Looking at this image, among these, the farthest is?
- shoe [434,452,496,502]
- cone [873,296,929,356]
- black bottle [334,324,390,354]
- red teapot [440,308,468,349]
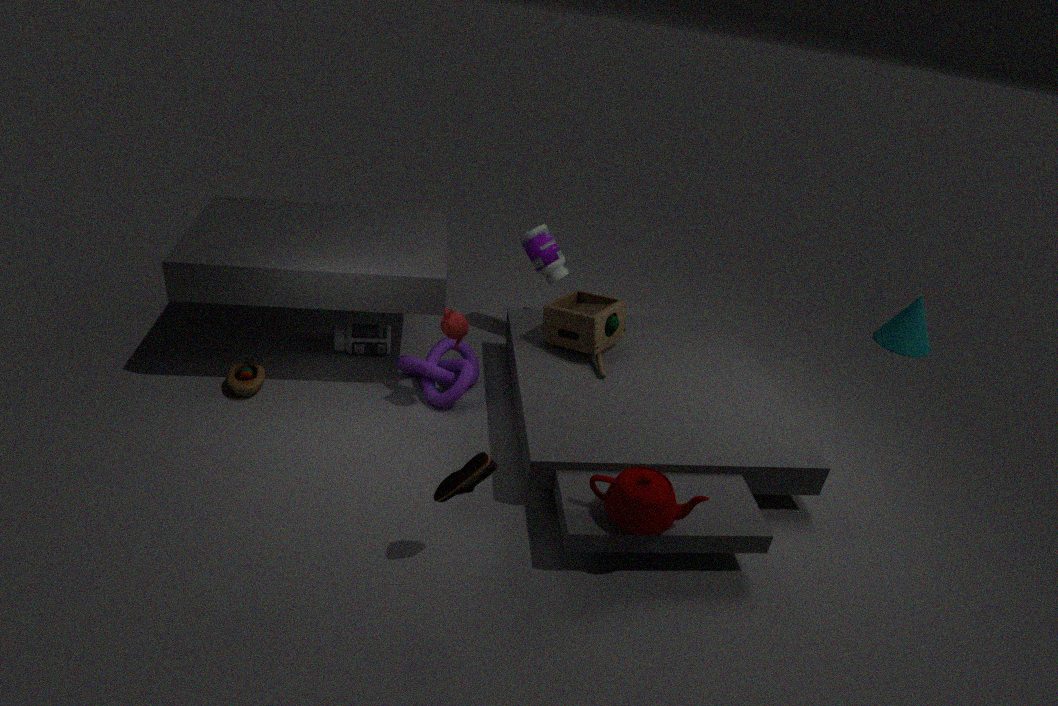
cone [873,296,929,356]
